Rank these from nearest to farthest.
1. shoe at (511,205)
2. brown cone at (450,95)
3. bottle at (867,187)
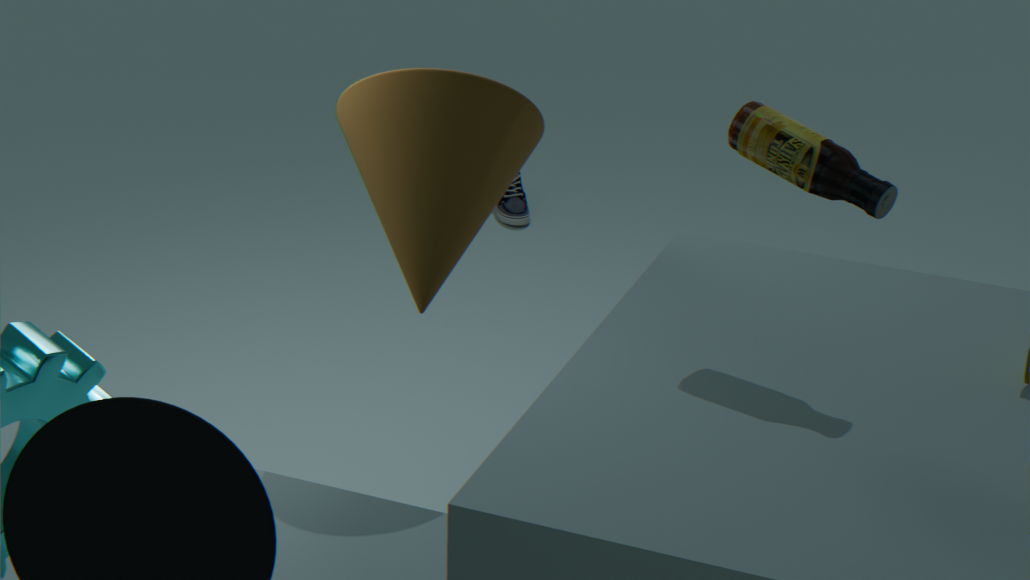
bottle at (867,187) < brown cone at (450,95) < shoe at (511,205)
